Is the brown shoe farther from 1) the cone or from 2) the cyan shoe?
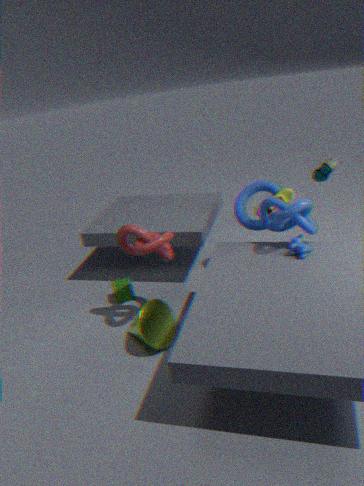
1) the cone
